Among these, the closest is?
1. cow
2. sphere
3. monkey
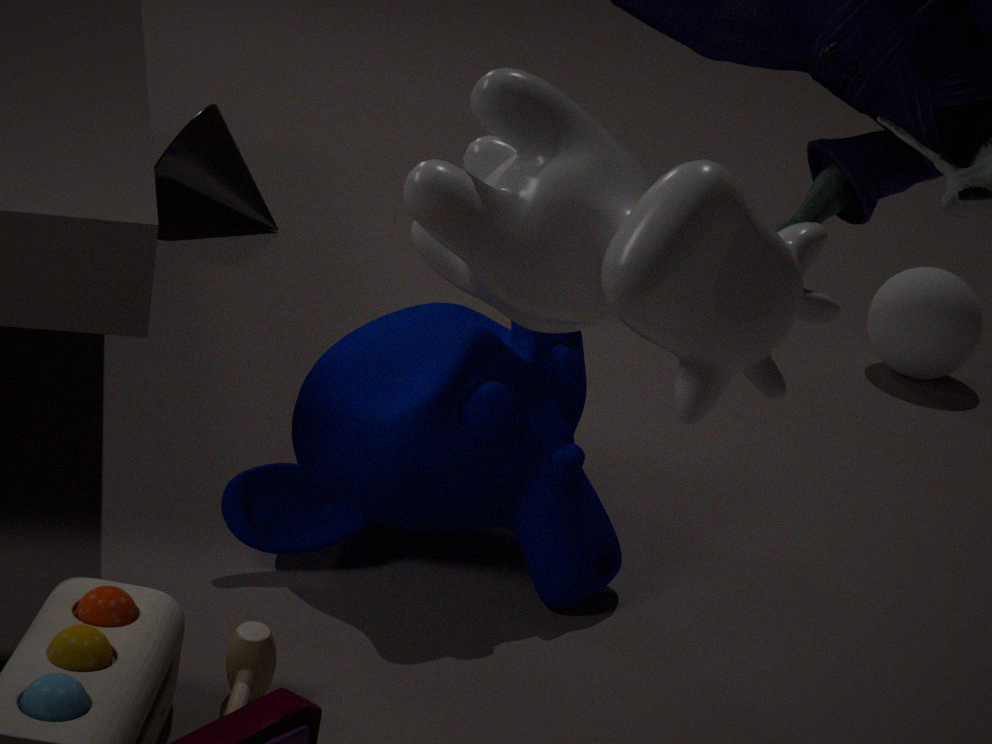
cow
